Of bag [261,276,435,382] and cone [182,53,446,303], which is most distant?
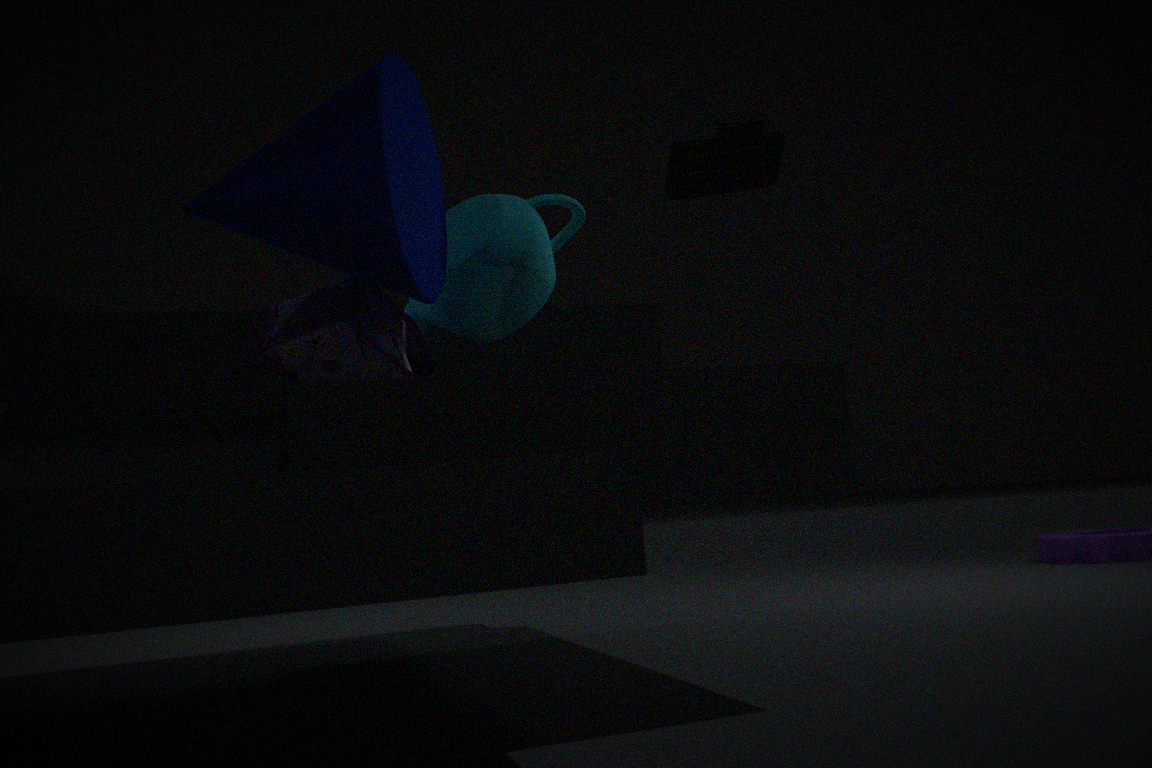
bag [261,276,435,382]
